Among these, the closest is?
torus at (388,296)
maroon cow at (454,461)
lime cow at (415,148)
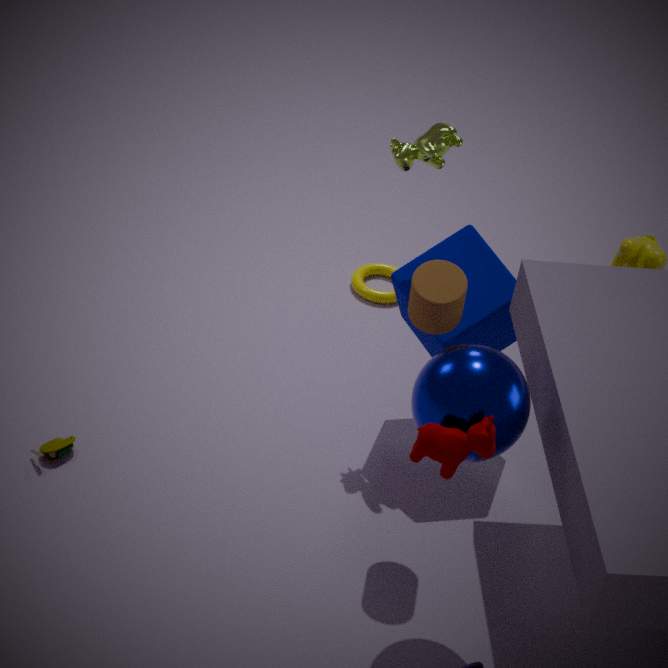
maroon cow at (454,461)
